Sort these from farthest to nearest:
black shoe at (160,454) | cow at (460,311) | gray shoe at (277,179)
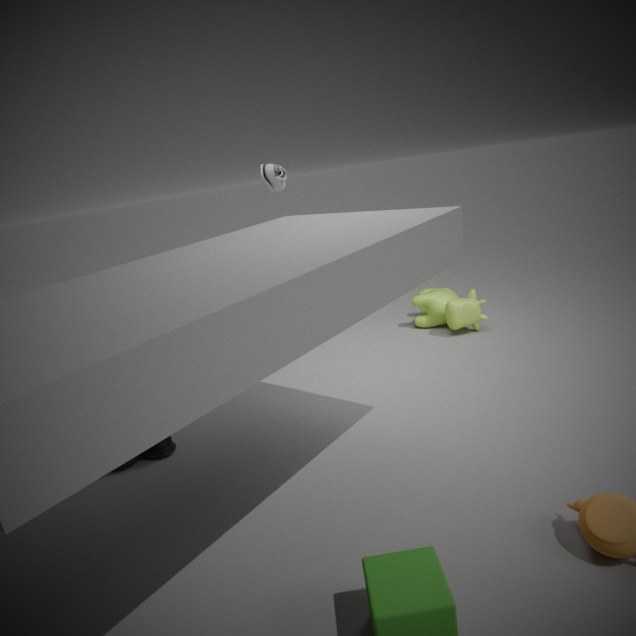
cow at (460,311), gray shoe at (277,179), black shoe at (160,454)
